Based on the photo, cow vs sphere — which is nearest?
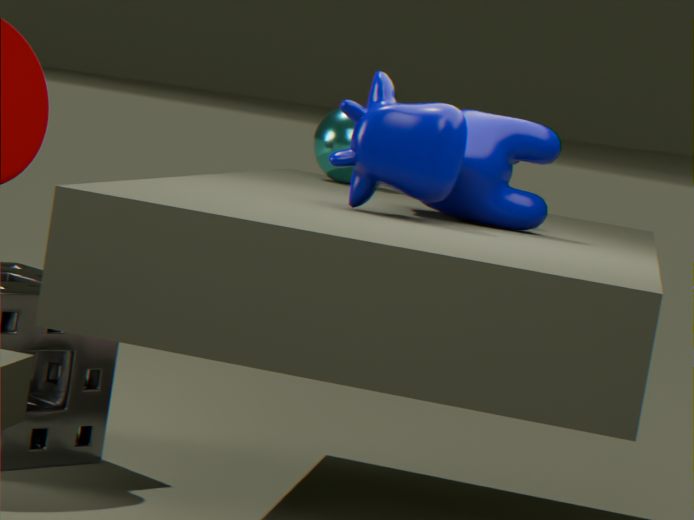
cow
